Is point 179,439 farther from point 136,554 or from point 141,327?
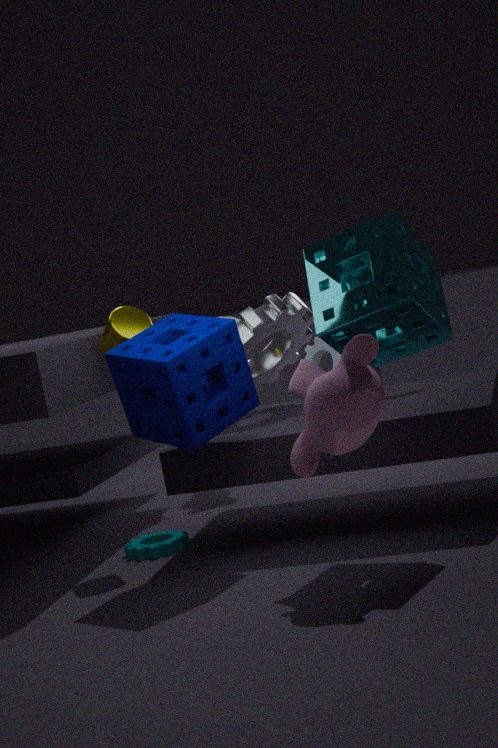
point 136,554
